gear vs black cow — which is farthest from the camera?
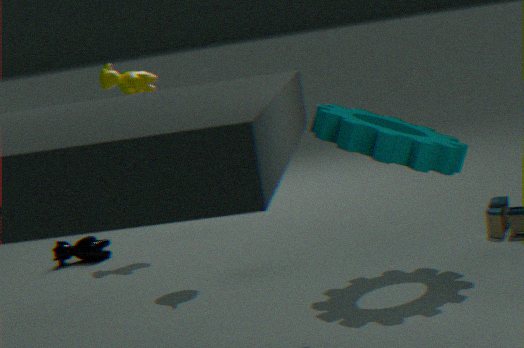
black cow
